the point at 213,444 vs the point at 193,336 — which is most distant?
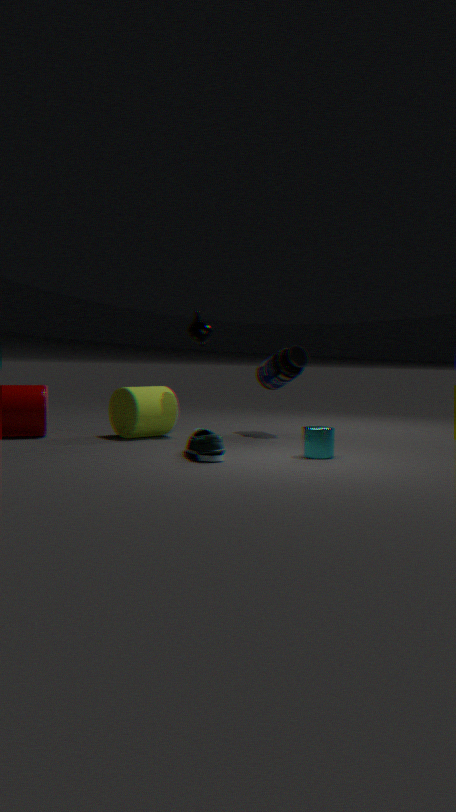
the point at 193,336
